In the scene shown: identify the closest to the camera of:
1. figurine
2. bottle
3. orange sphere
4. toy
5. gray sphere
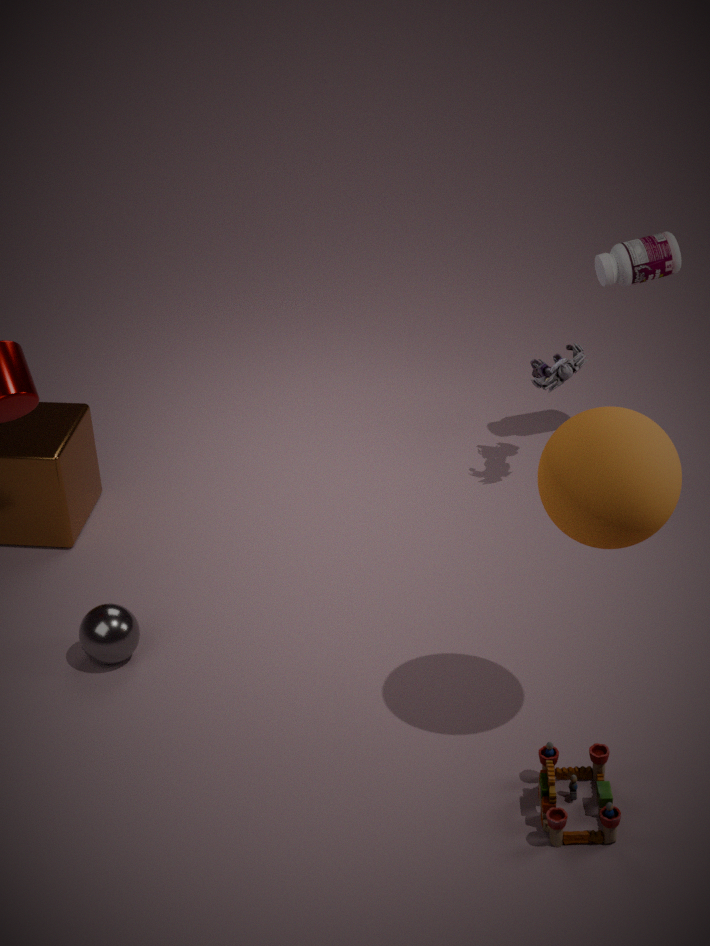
orange sphere
